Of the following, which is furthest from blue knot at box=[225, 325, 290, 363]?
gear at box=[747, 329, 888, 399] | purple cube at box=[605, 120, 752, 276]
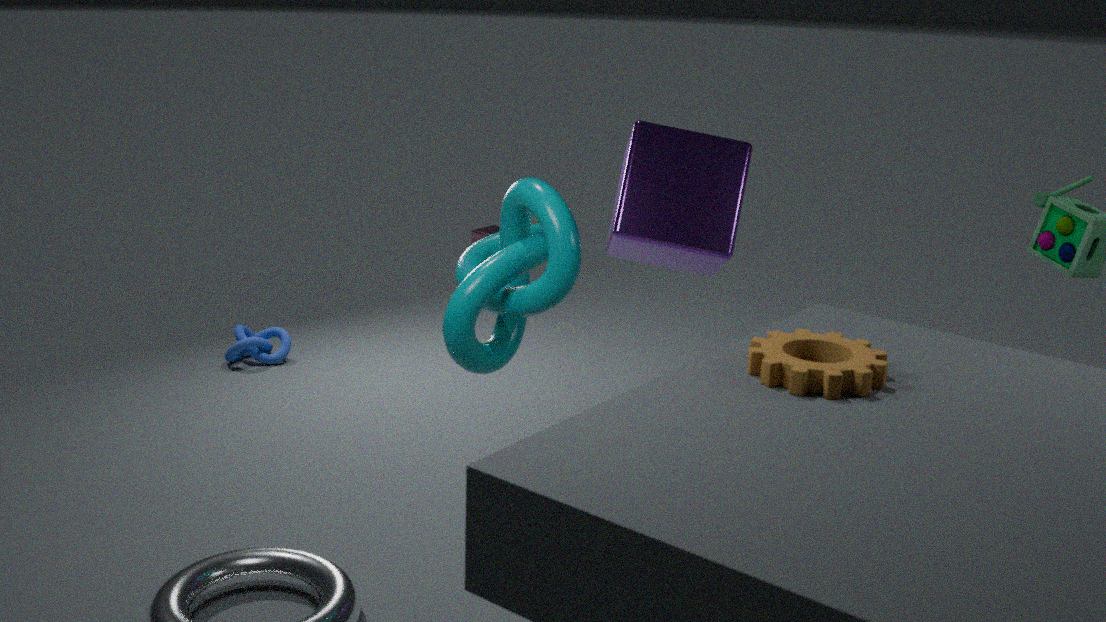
gear at box=[747, 329, 888, 399]
